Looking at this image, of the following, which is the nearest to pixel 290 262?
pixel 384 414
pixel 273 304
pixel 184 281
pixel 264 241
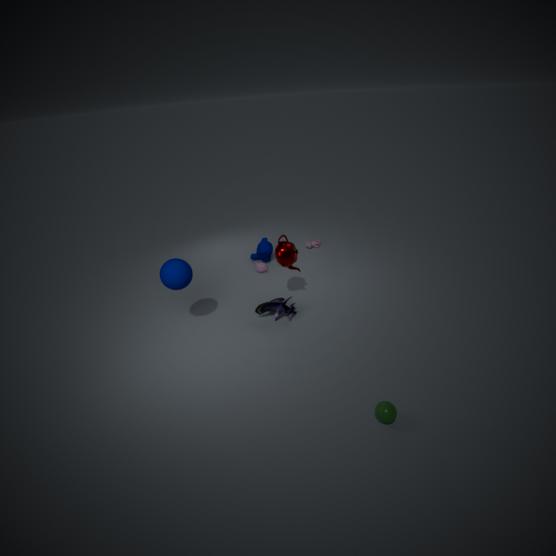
pixel 273 304
